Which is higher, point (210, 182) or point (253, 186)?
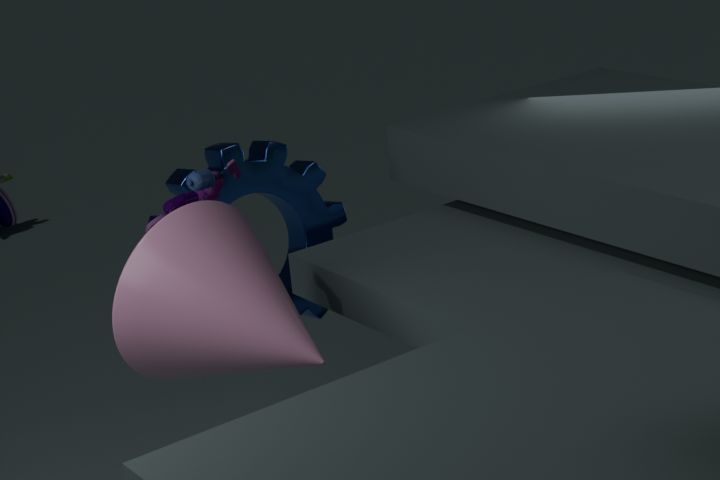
point (210, 182)
